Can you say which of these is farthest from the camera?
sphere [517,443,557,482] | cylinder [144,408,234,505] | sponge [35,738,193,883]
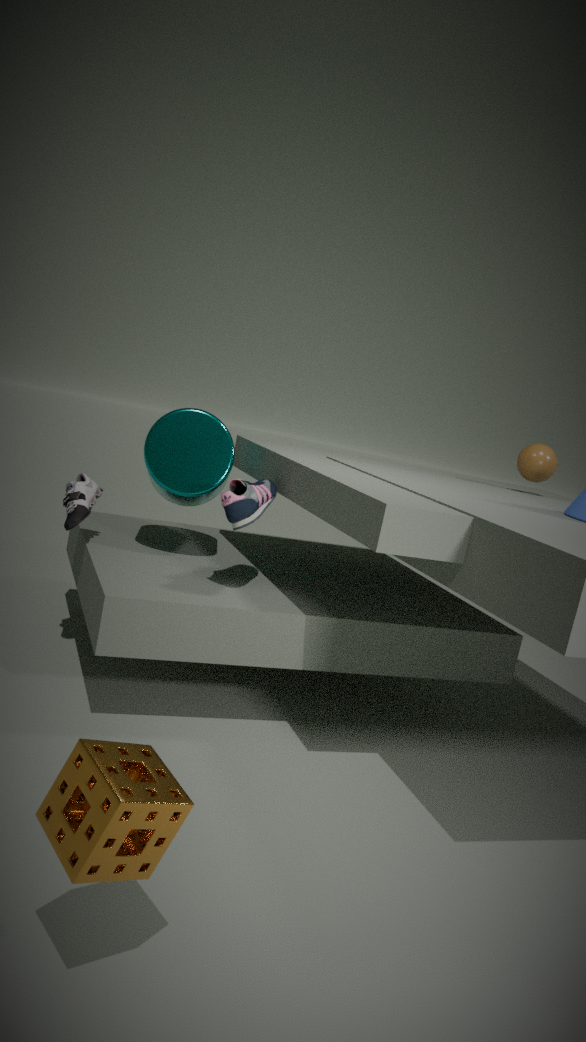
sphere [517,443,557,482]
